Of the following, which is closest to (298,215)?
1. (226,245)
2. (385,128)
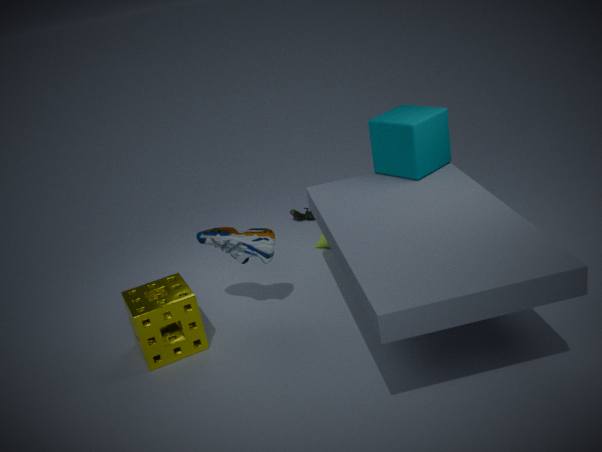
(385,128)
